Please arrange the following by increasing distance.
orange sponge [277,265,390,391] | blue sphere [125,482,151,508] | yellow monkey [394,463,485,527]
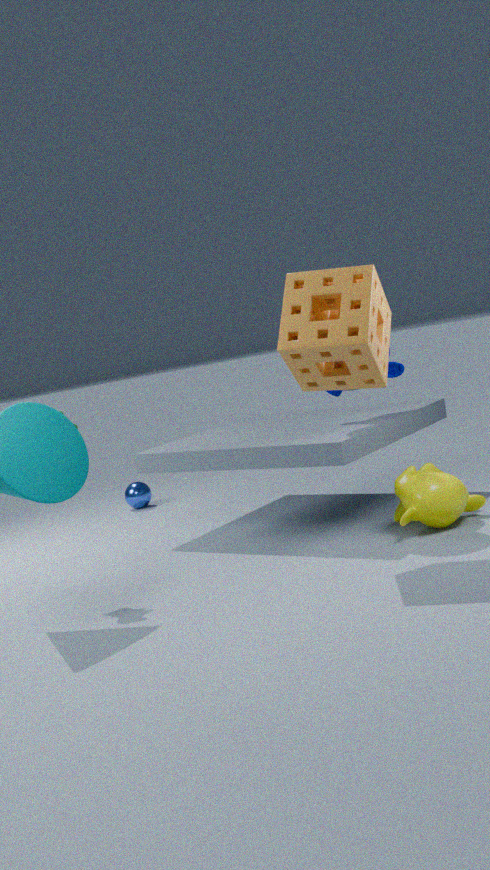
orange sponge [277,265,390,391] < yellow monkey [394,463,485,527] < blue sphere [125,482,151,508]
